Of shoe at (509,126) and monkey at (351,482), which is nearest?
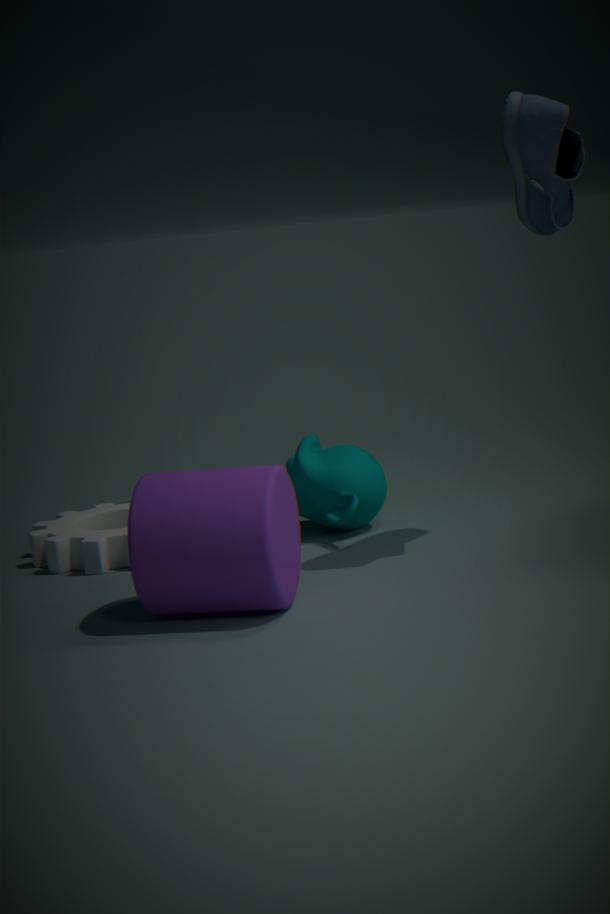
shoe at (509,126)
